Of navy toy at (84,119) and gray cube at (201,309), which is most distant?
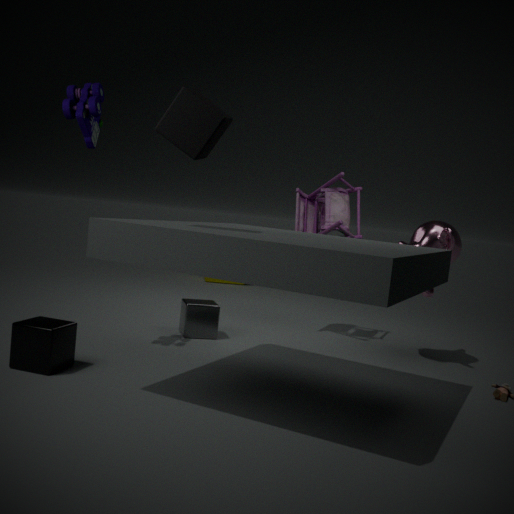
gray cube at (201,309)
